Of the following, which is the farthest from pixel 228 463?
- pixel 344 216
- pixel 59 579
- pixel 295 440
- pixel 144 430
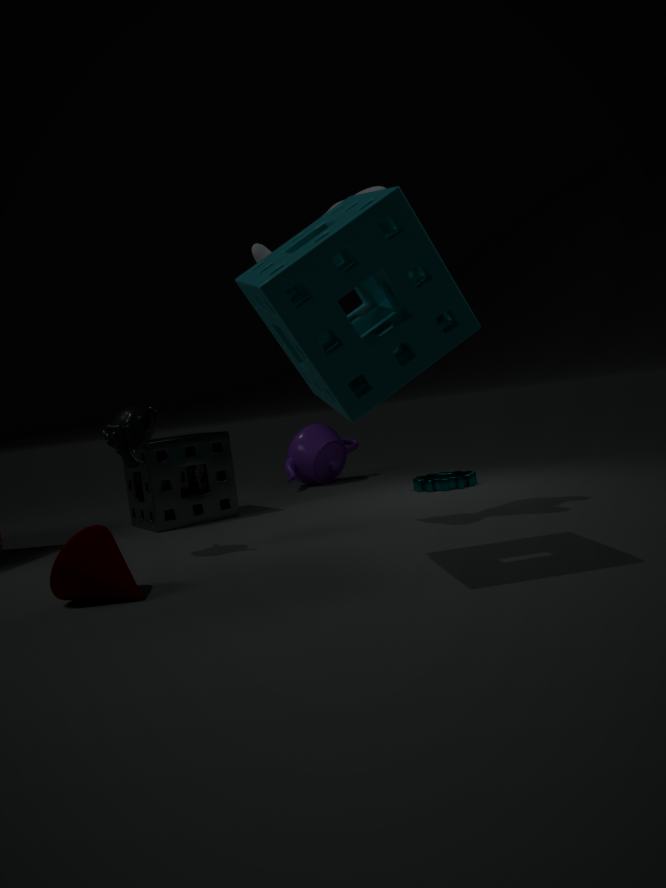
pixel 344 216
